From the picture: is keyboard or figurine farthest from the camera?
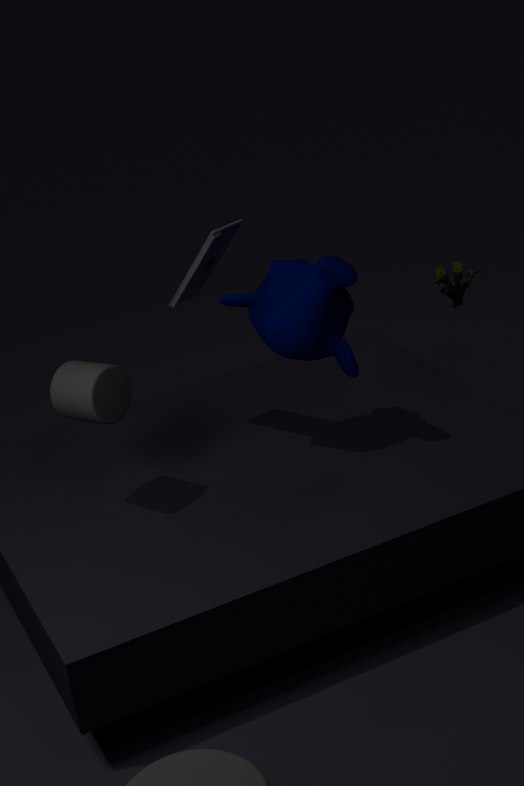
figurine
